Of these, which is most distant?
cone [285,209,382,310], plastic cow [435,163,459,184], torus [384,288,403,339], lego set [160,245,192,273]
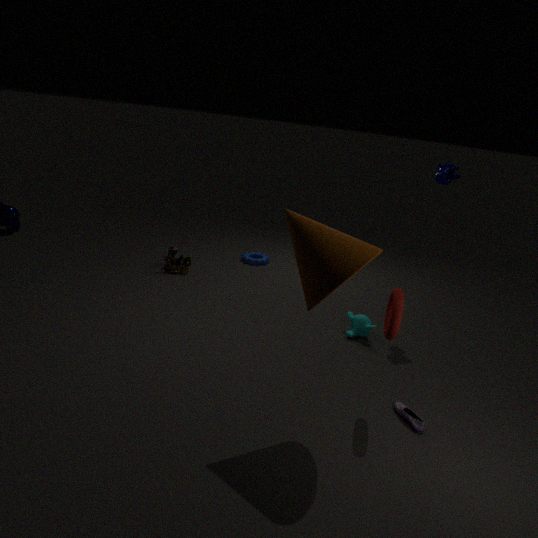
lego set [160,245,192,273]
